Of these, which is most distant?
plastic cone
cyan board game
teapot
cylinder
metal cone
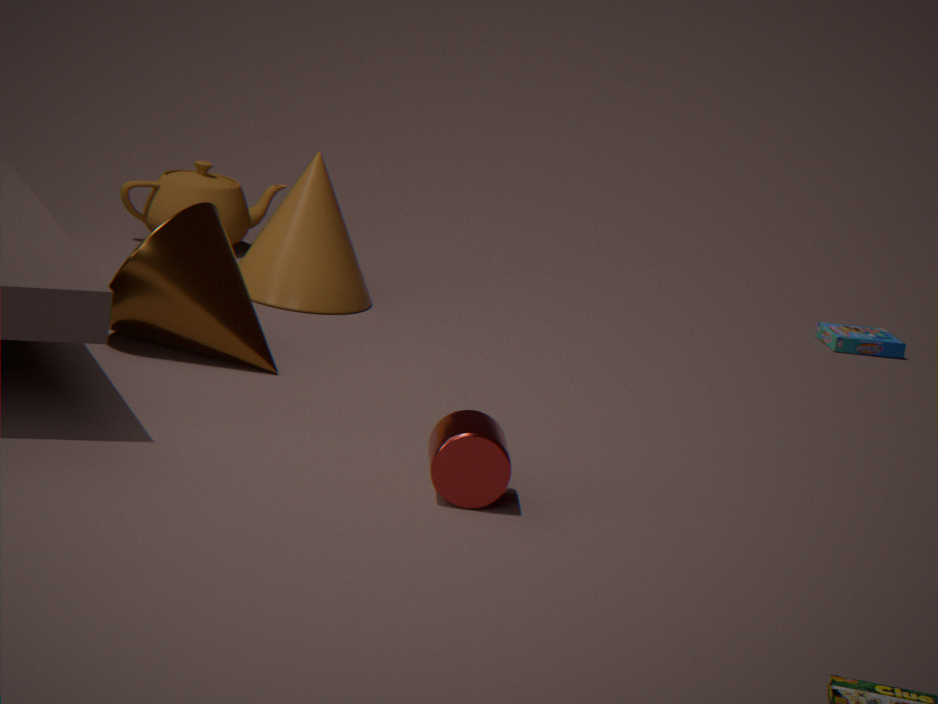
cyan board game
